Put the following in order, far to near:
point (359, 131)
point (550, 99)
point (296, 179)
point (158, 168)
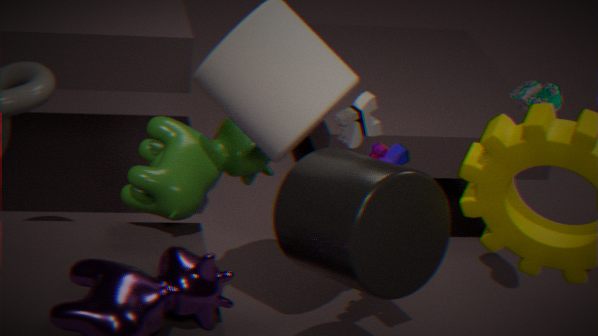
1. point (550, 99)
2. point (158, 168)
3. point (359, 131)
4. point (296, 179)
